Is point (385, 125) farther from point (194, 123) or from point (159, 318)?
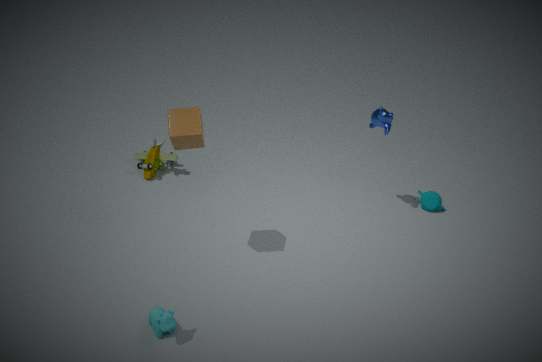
point (159, 318)
